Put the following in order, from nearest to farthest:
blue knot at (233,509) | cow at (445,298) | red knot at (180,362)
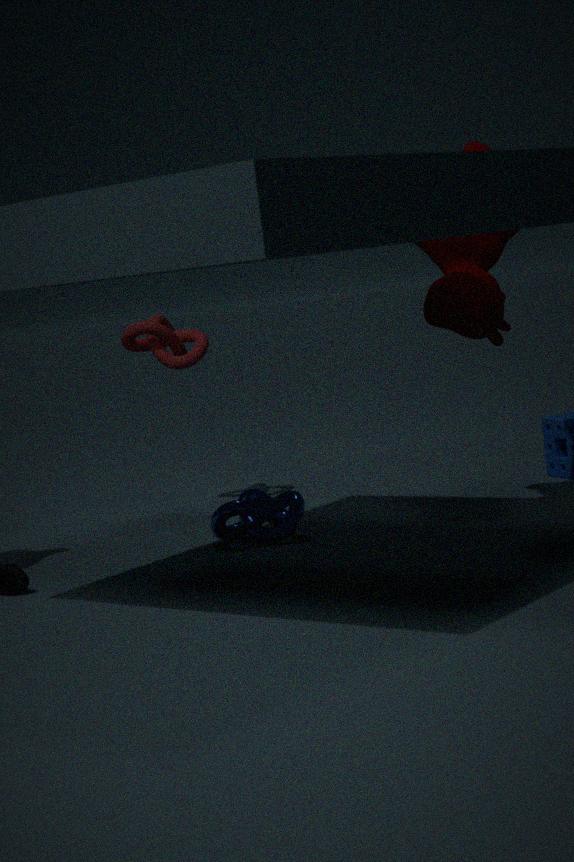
cow at (445,298) → blue knot at (233,509) → red knot at (180,362)
